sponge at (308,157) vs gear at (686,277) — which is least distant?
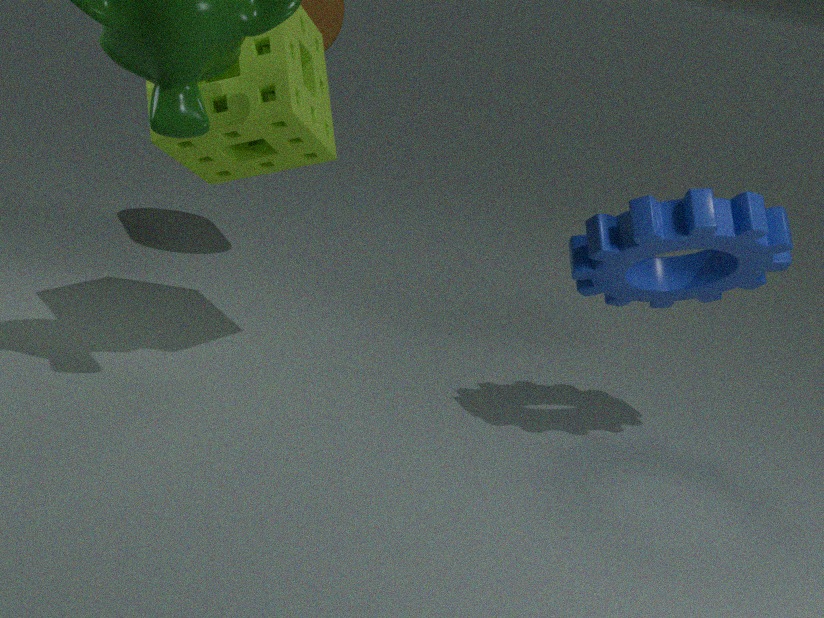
gear at (686,277)
